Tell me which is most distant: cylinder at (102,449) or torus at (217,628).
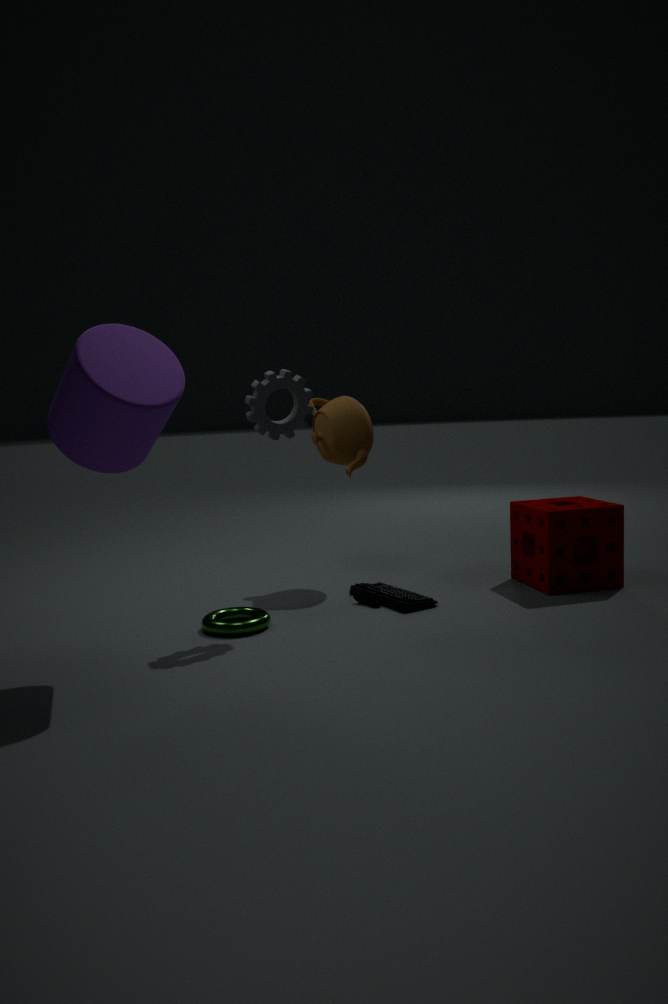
torus at (217,628)
